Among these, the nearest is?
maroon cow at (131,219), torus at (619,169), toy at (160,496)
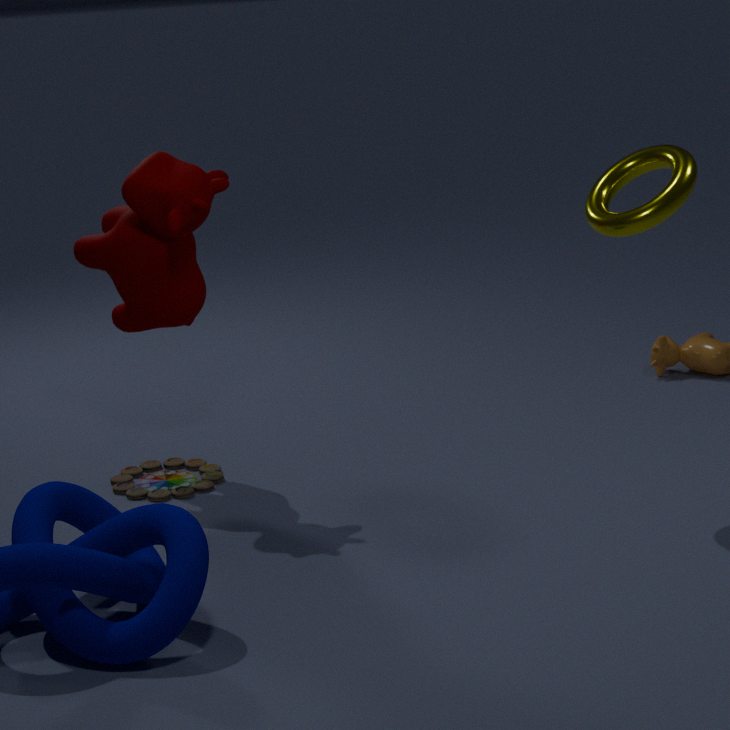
torus at (619,169)
